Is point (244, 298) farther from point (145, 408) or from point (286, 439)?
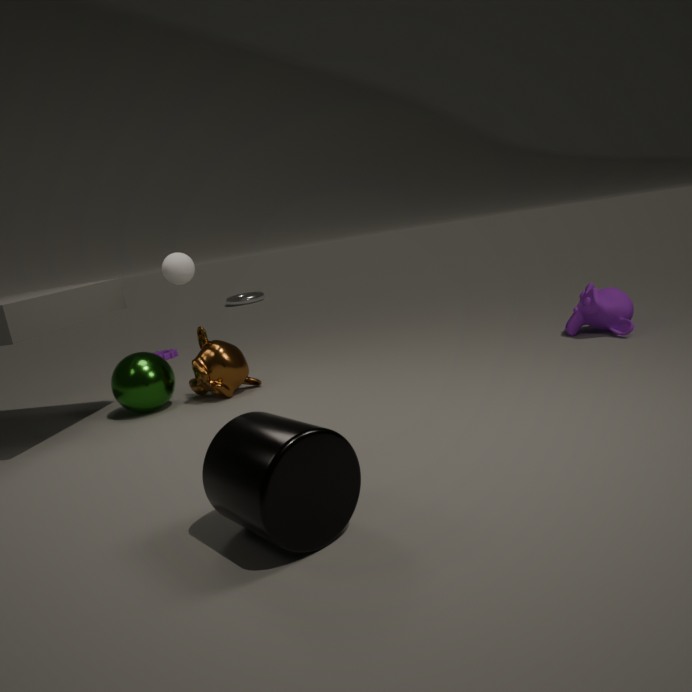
point (286, 439)
